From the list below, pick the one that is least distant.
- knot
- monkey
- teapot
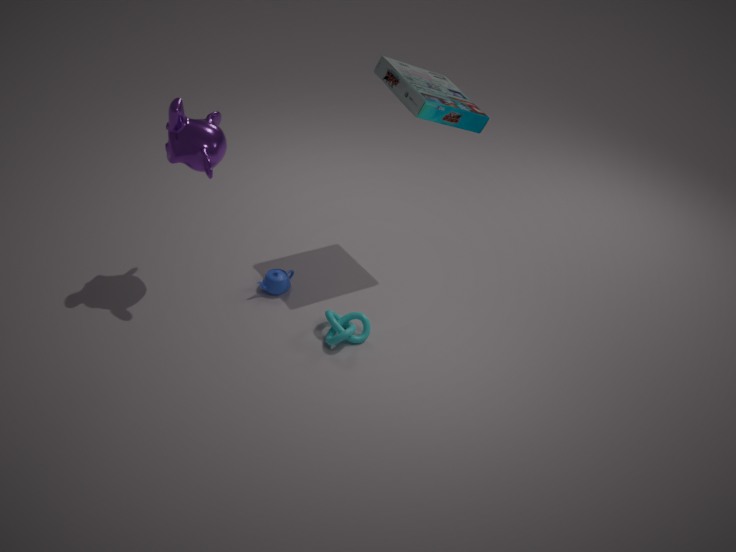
monkey
